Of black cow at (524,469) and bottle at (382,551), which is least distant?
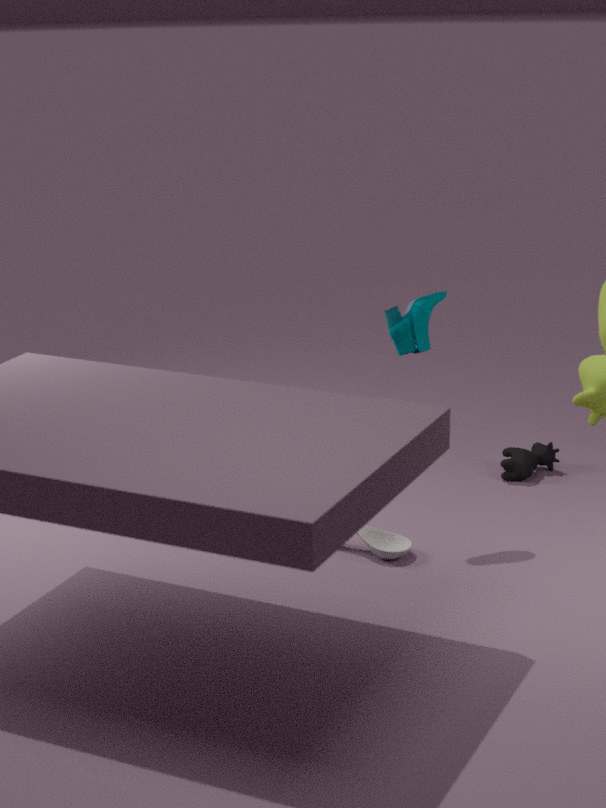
bottle at (382,551)
